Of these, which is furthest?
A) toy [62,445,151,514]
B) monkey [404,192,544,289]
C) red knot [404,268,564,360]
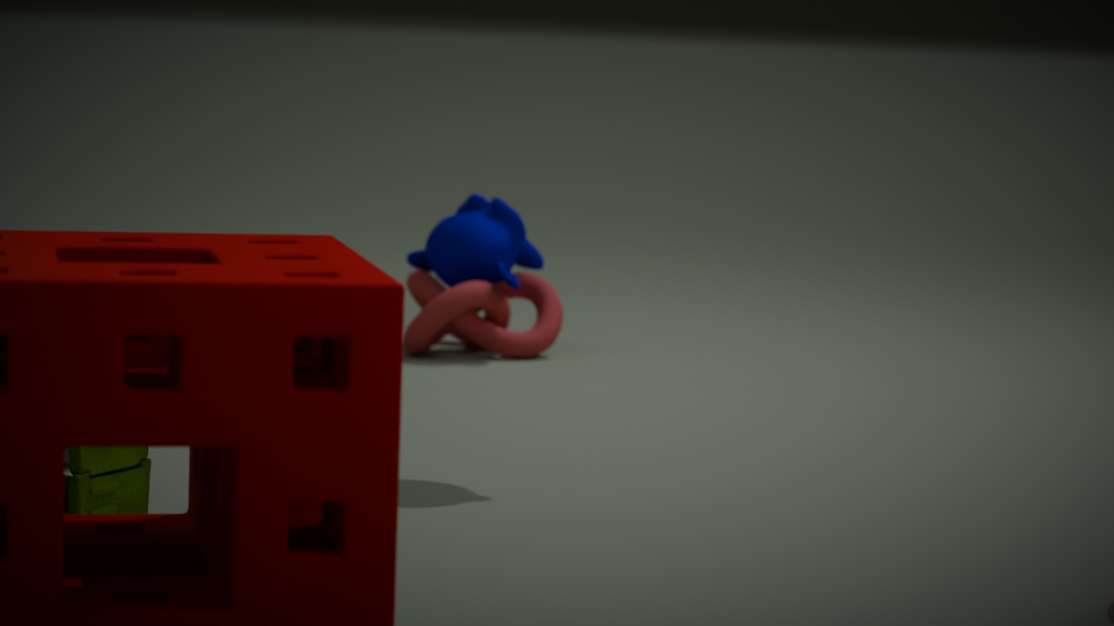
monkey [404,192,544,289]
